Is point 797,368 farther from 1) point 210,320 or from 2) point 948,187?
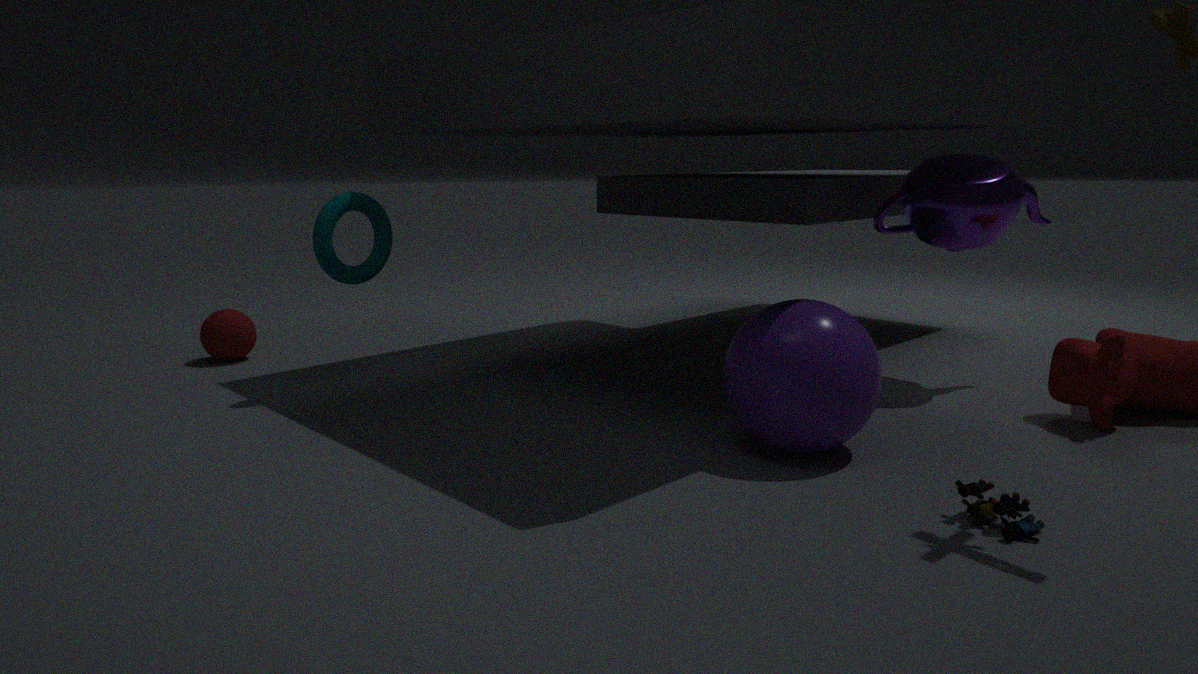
1) point 210,320
